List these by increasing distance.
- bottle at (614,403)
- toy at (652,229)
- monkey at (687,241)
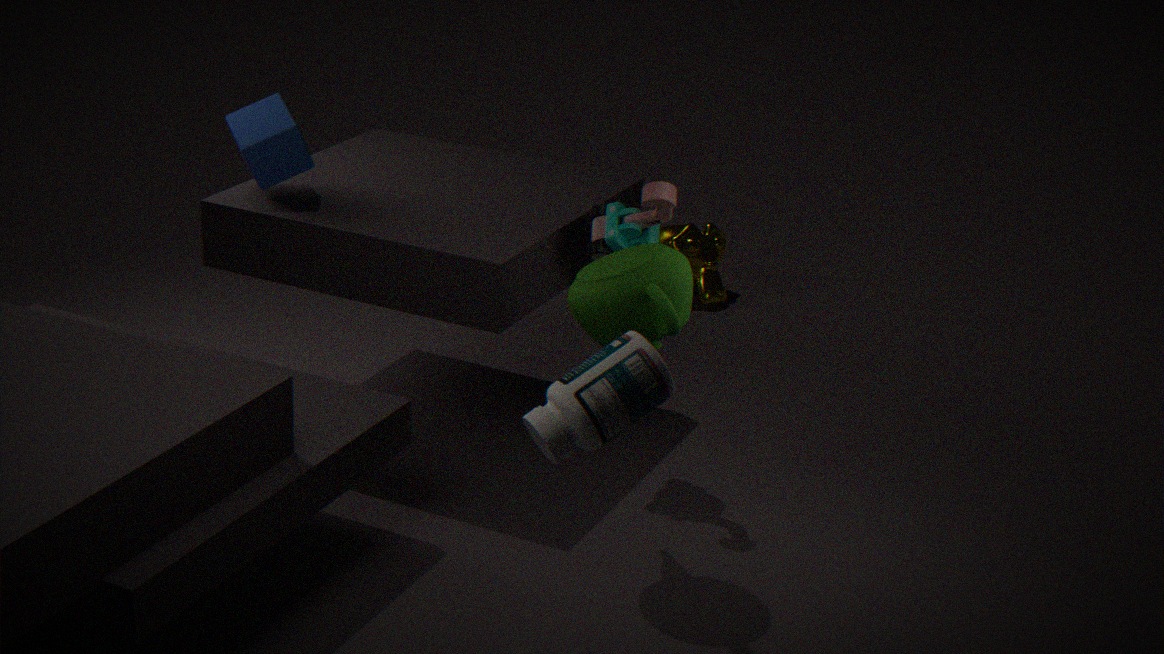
bottle at (614,403) < toy at (652,229) < monkey at (687,241)
